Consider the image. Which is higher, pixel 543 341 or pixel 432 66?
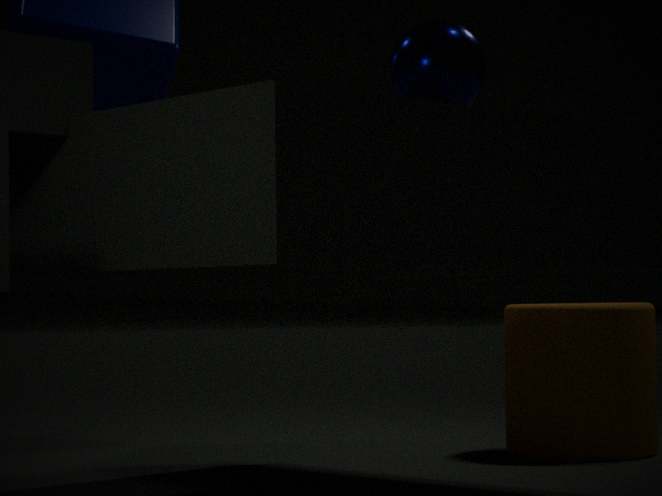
pixel 432 66
